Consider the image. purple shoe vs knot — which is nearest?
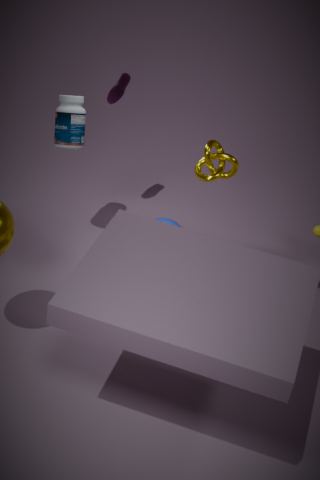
knot
